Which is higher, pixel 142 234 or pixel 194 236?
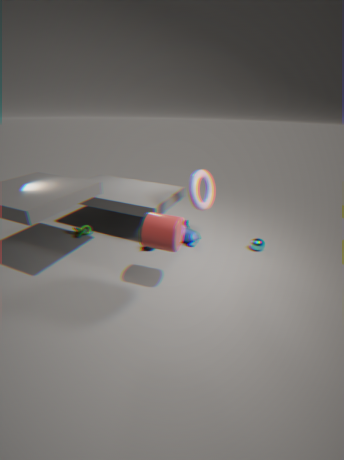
pixel 142 234
